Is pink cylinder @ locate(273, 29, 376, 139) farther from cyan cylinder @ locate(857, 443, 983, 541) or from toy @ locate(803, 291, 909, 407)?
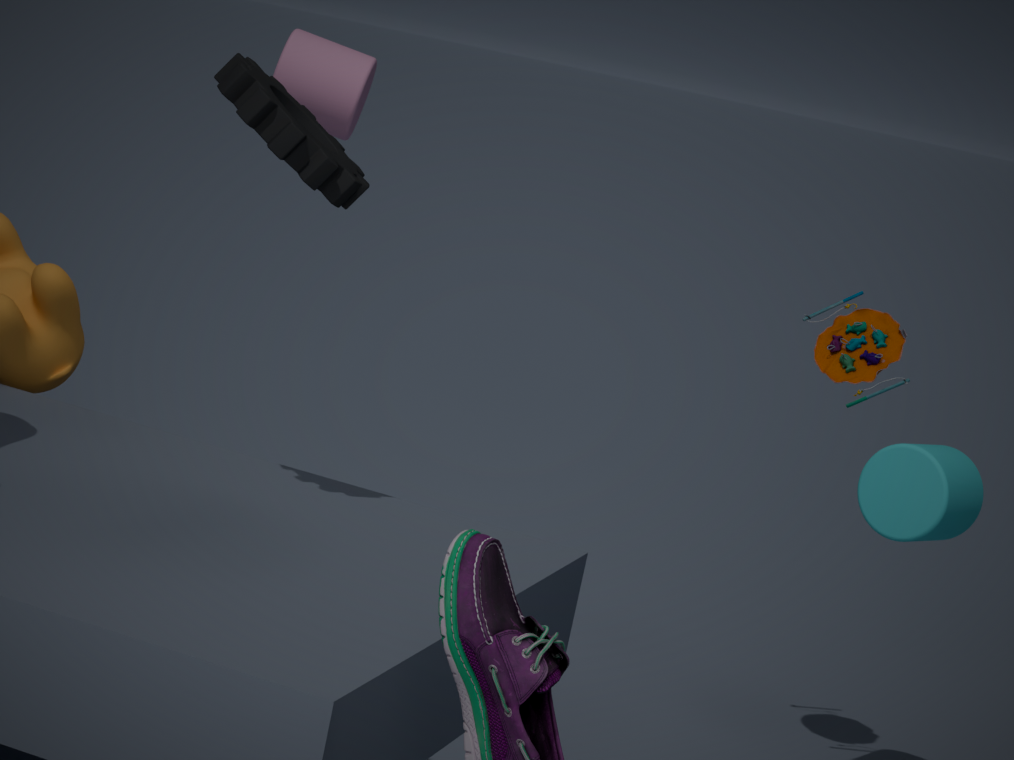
cyan cylinder @ locate(857, 443, 983, 541)
